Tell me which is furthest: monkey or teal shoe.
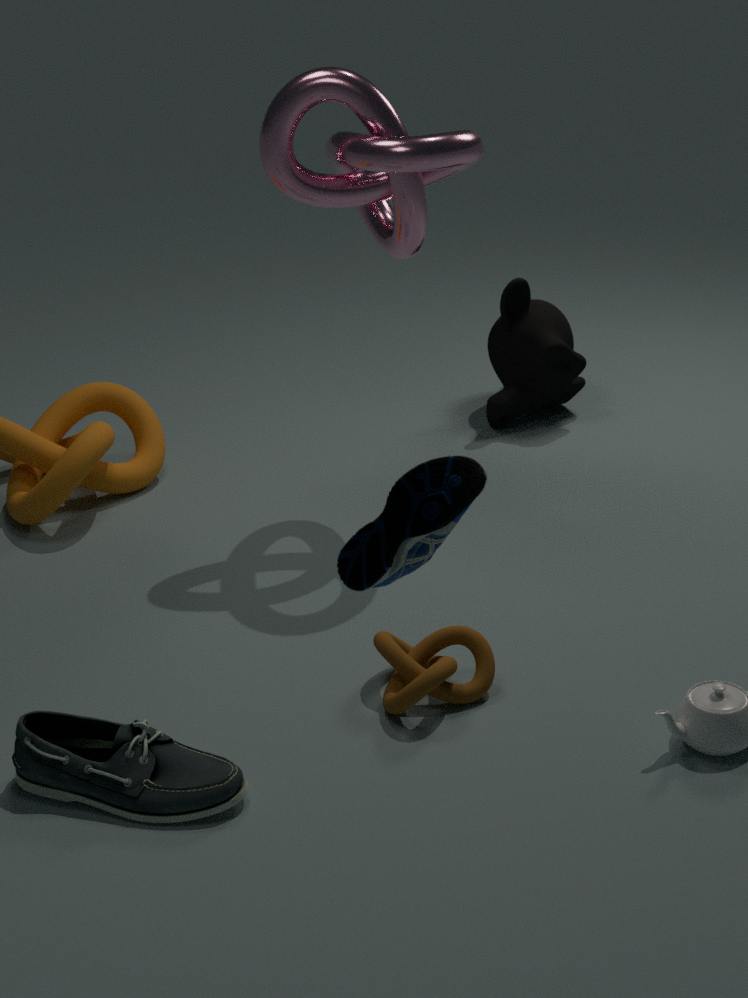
monkey
